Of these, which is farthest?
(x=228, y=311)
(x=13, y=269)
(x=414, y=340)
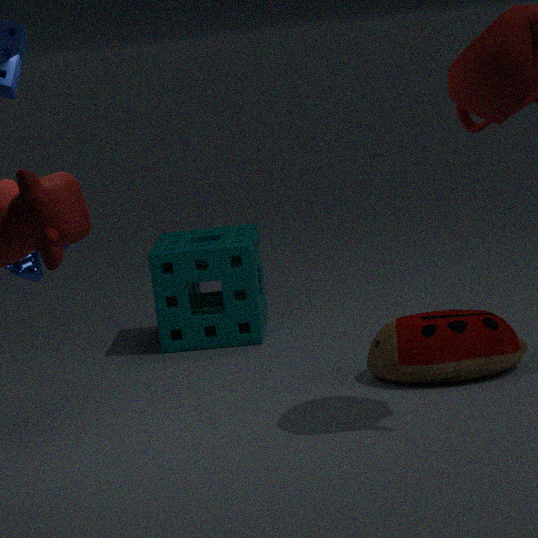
(x=228, y=311)
